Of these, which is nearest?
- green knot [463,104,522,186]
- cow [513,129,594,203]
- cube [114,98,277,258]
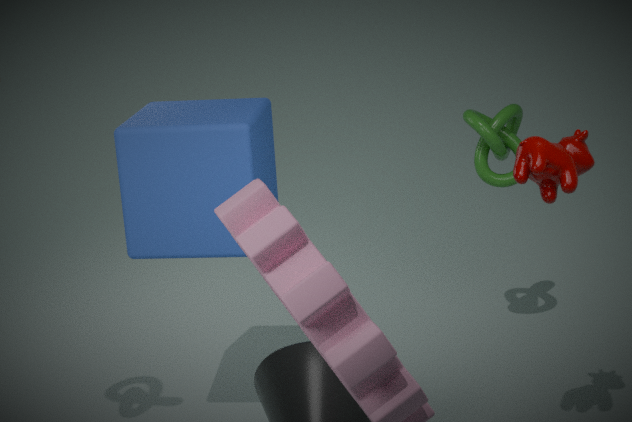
cow [513,129,594,203]
